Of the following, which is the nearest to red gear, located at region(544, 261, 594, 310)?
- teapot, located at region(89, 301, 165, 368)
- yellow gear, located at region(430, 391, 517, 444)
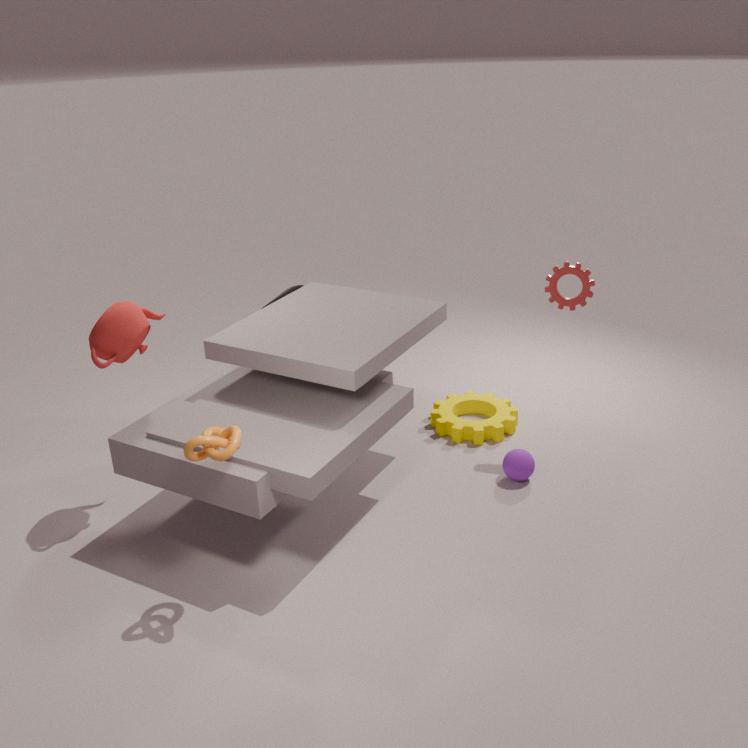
yellow gear, located at region(430, 391, 517, 444)
